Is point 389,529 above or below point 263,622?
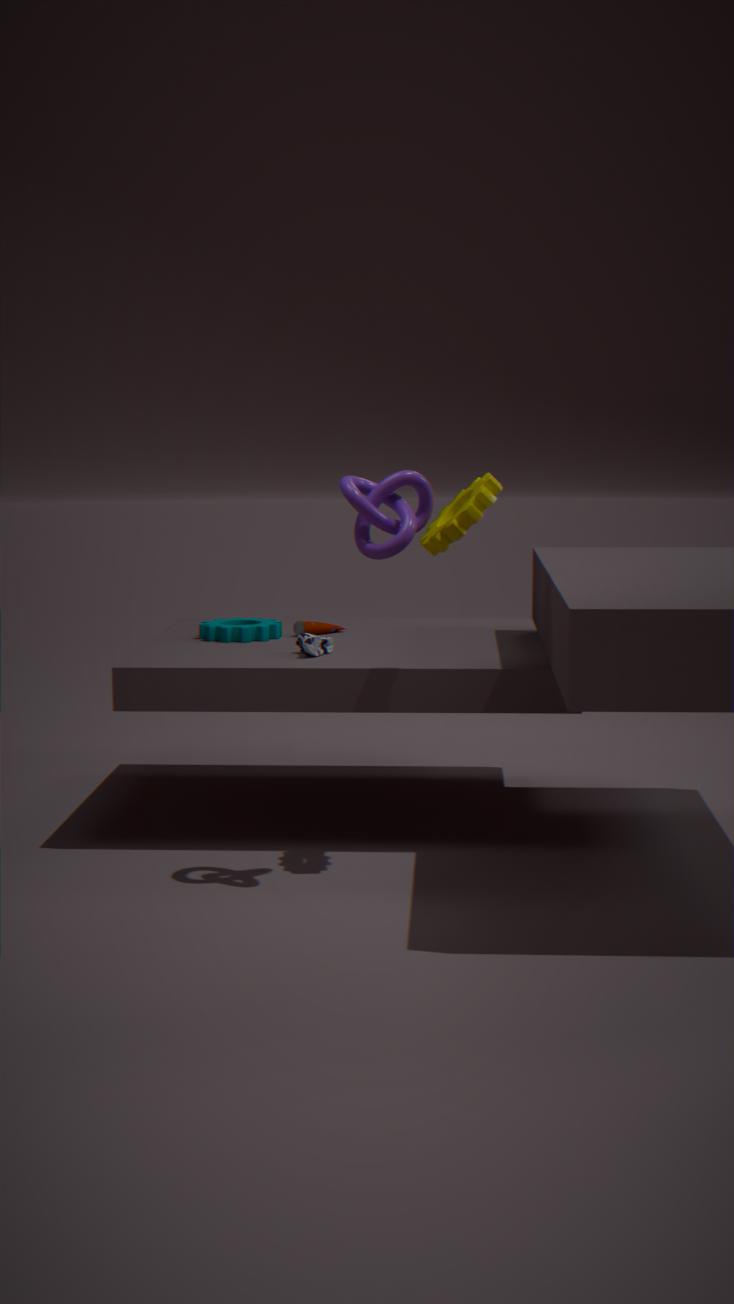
above
